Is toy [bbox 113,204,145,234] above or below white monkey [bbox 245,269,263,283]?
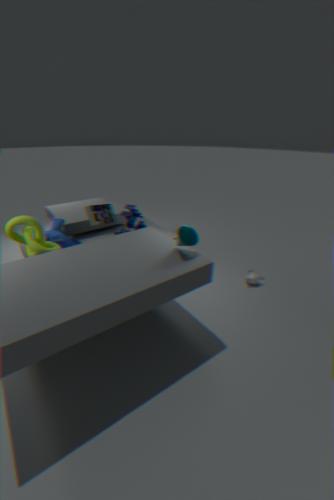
above
